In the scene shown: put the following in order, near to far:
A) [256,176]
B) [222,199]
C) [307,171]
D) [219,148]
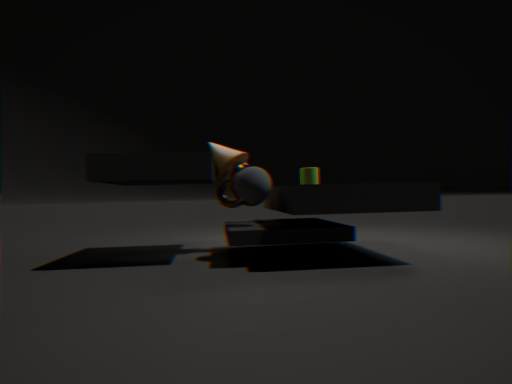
[256,176]
[307,171]
[222,199]
[219,148]
